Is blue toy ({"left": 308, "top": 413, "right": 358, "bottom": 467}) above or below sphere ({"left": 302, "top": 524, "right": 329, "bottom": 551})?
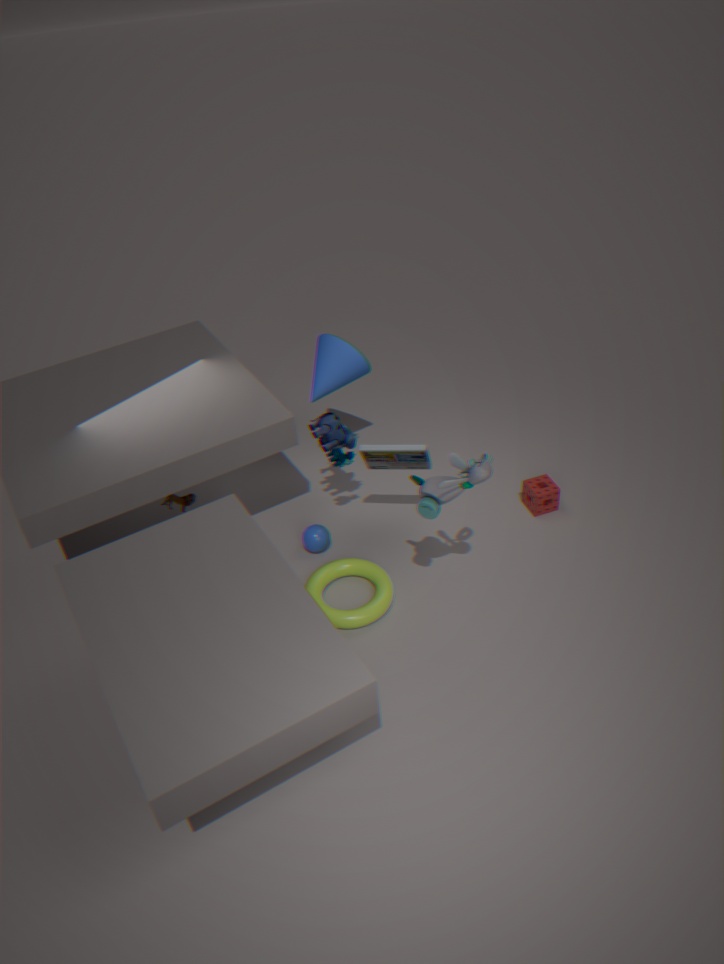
above
